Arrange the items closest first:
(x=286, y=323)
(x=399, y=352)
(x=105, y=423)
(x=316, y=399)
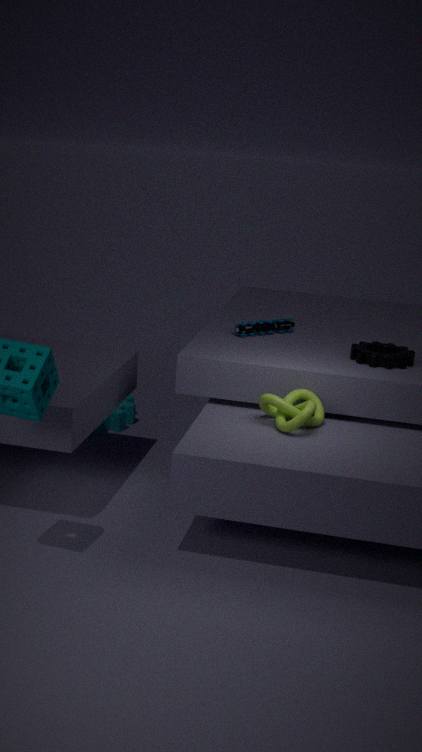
(x=316, y=399)
(x=399, y=352)
(x=286, y=323)
(x=105, y=423)
